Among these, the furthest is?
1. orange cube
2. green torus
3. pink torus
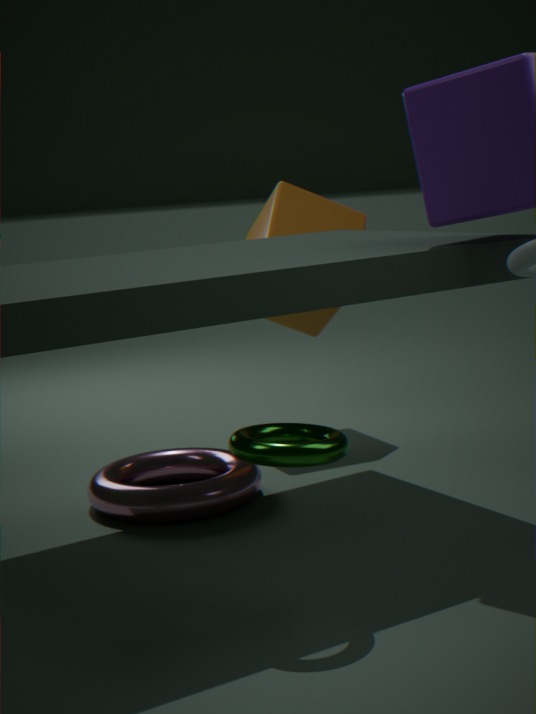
orange cube
